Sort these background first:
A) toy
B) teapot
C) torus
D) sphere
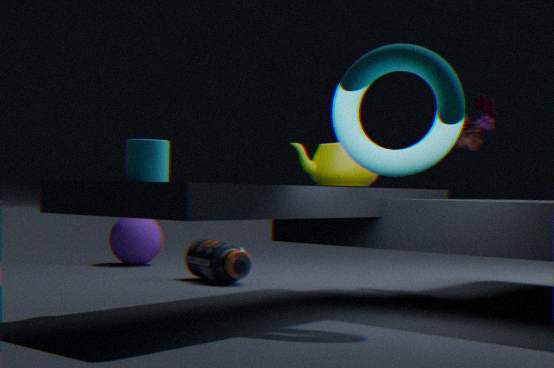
sphere < toy < teapot < torus
